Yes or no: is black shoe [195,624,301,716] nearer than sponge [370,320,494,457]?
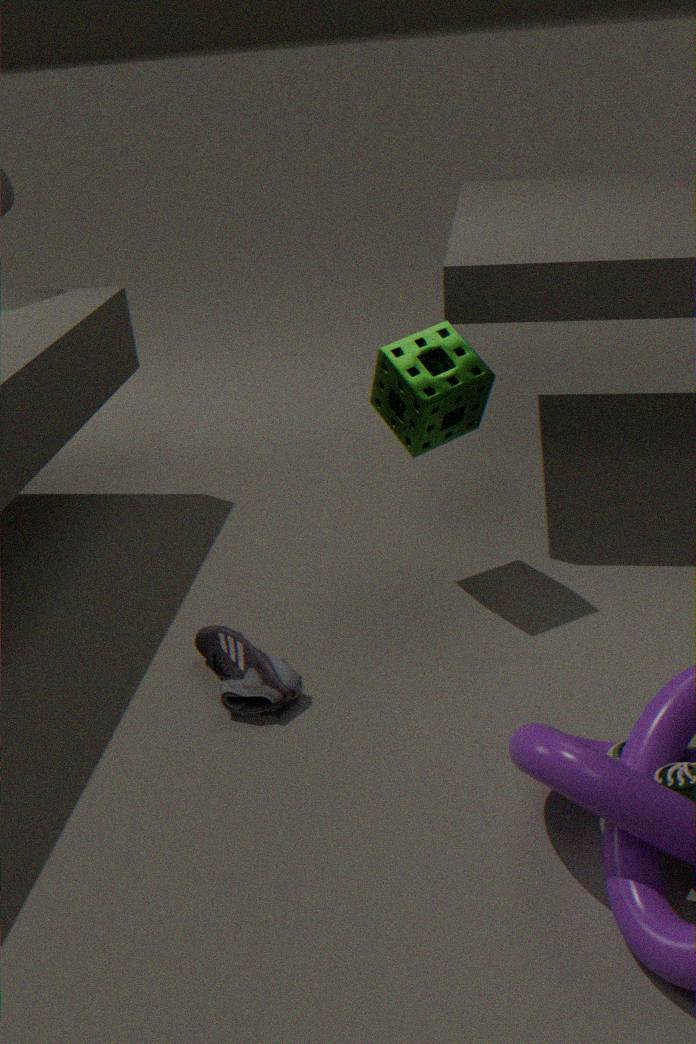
Yes
